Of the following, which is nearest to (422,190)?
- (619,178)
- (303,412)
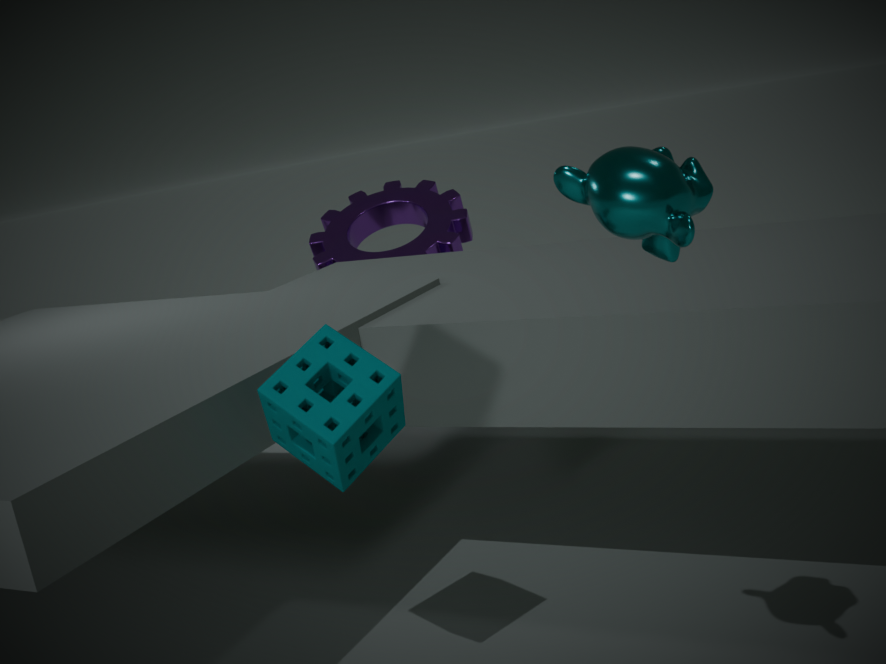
(303,412)
